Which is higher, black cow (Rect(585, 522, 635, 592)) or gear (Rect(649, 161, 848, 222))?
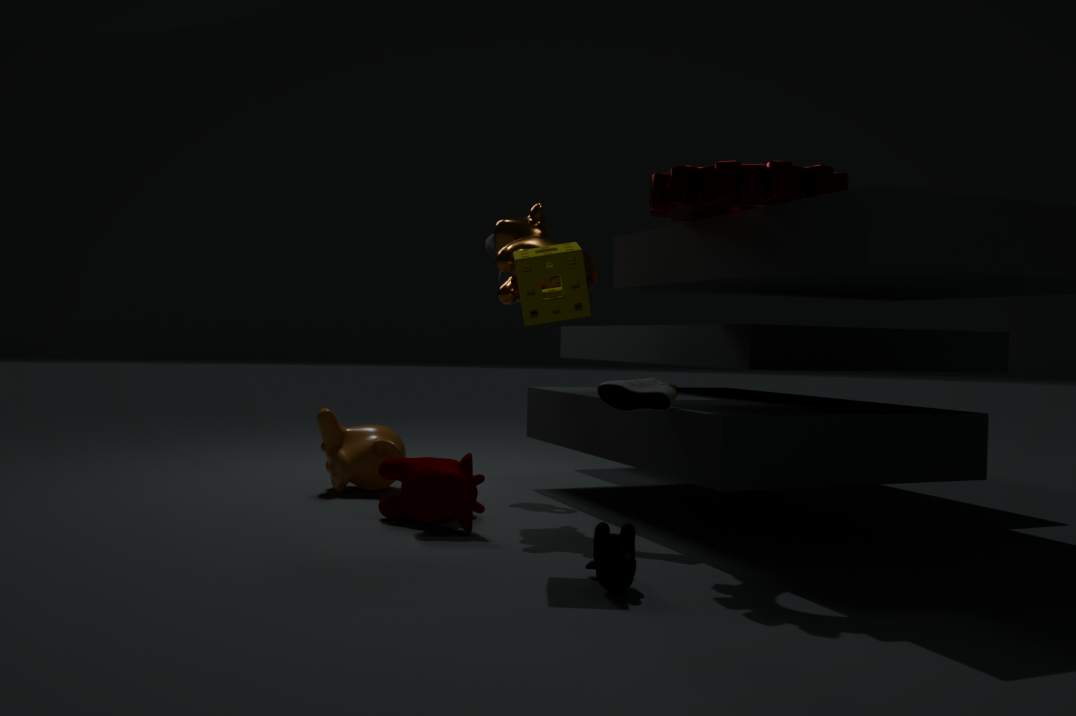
gear (Rect(649, 161, 848, 222))
